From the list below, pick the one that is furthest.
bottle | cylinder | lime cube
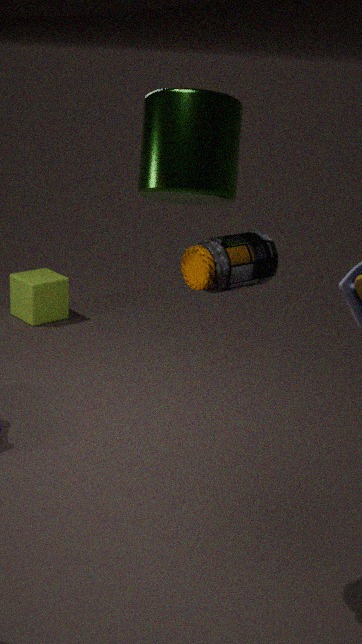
lime cube
